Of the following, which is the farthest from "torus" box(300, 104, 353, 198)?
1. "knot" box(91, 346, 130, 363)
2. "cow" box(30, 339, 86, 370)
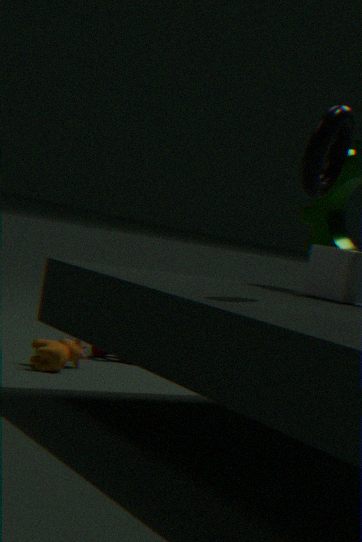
"knot" box(91, 346, 130, 363)
